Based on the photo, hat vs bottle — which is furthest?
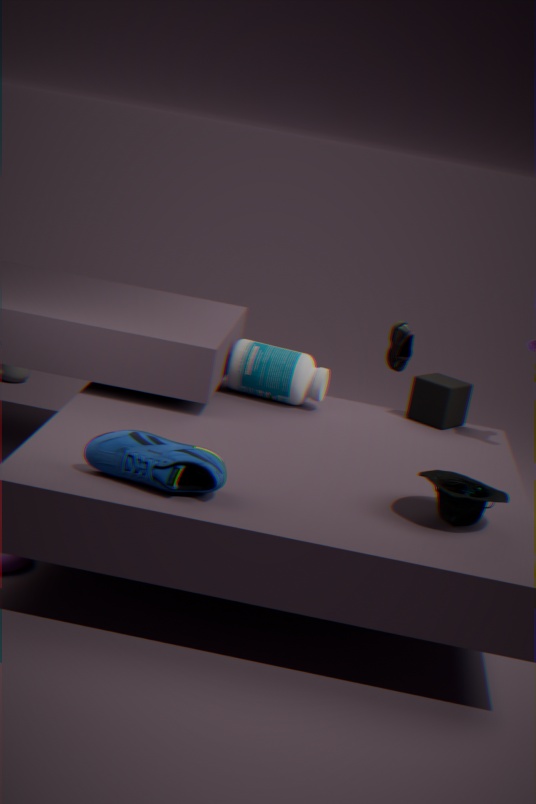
bottle
